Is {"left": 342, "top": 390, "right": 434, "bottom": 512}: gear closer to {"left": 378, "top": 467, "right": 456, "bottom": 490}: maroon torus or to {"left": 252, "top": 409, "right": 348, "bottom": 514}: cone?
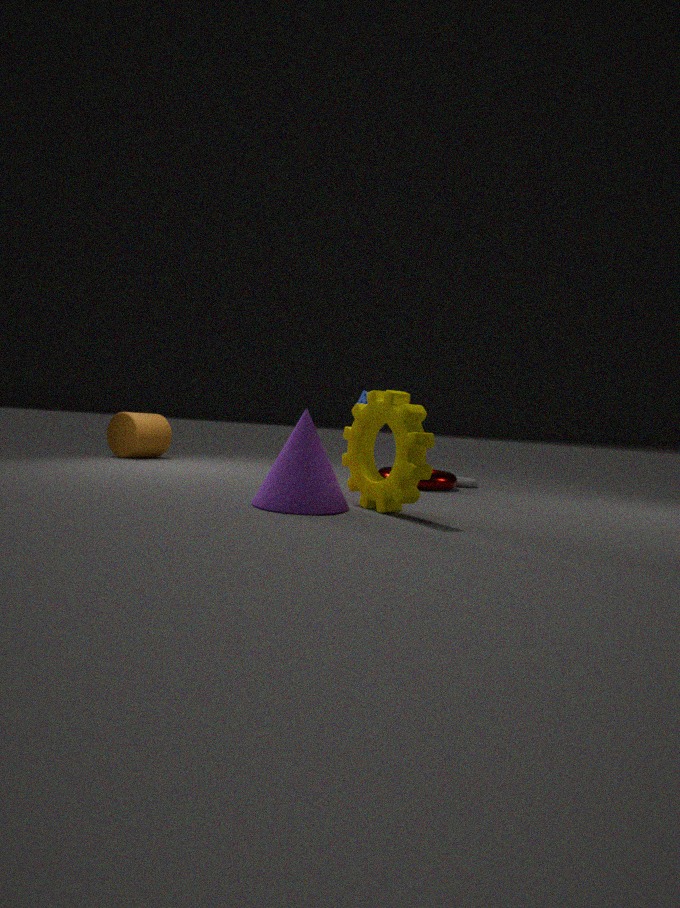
{"left": 252, "top": 409, "right": 348, "bottom": 514}: cone
